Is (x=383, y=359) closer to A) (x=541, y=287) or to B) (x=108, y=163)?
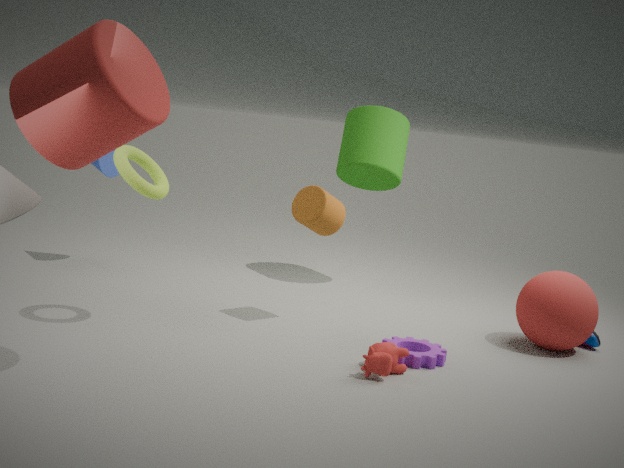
A) (x=541, y=287)
